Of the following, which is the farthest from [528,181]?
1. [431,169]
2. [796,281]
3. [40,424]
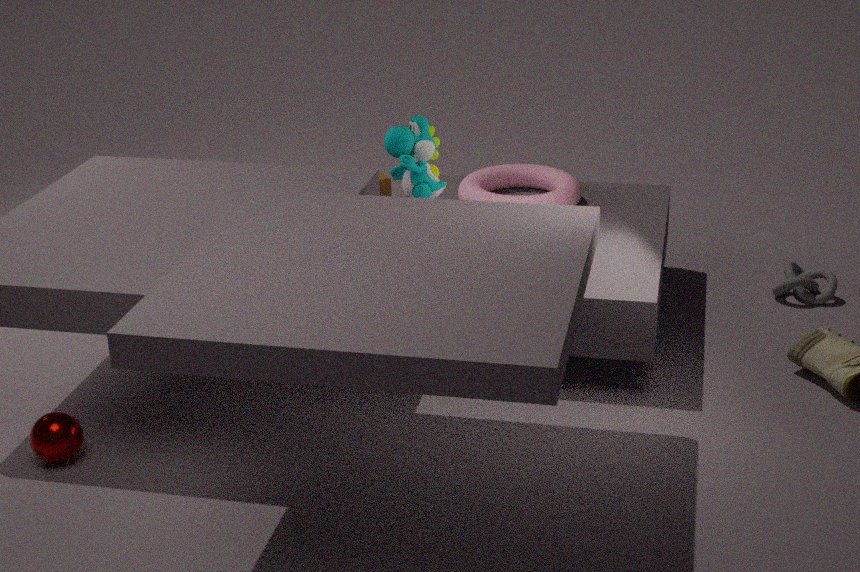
[40,424]
